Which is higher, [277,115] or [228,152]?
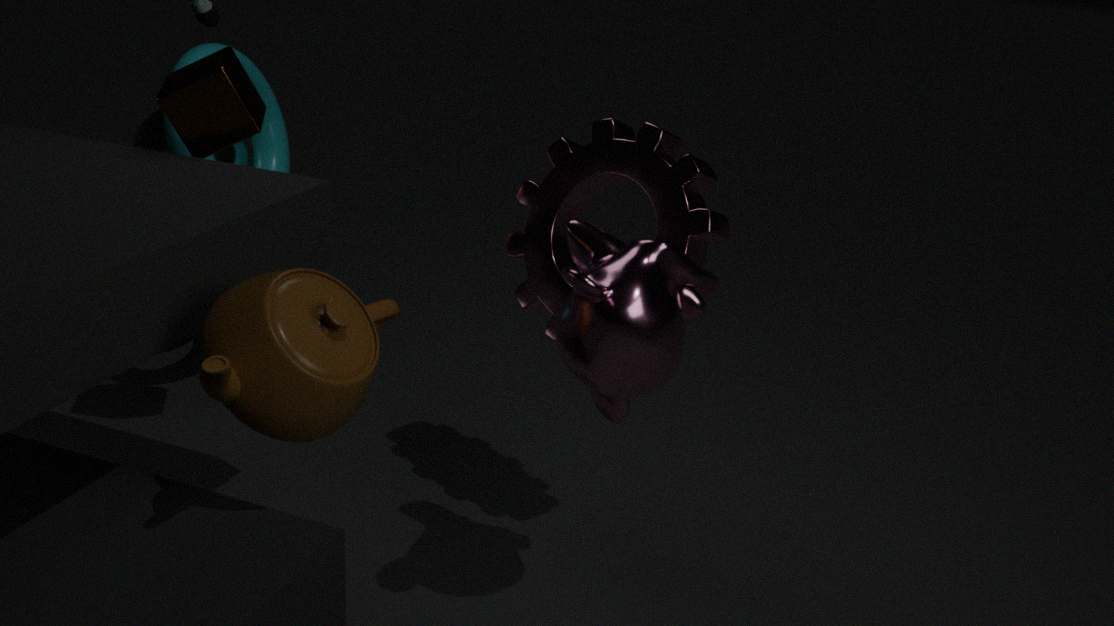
[277,115]
